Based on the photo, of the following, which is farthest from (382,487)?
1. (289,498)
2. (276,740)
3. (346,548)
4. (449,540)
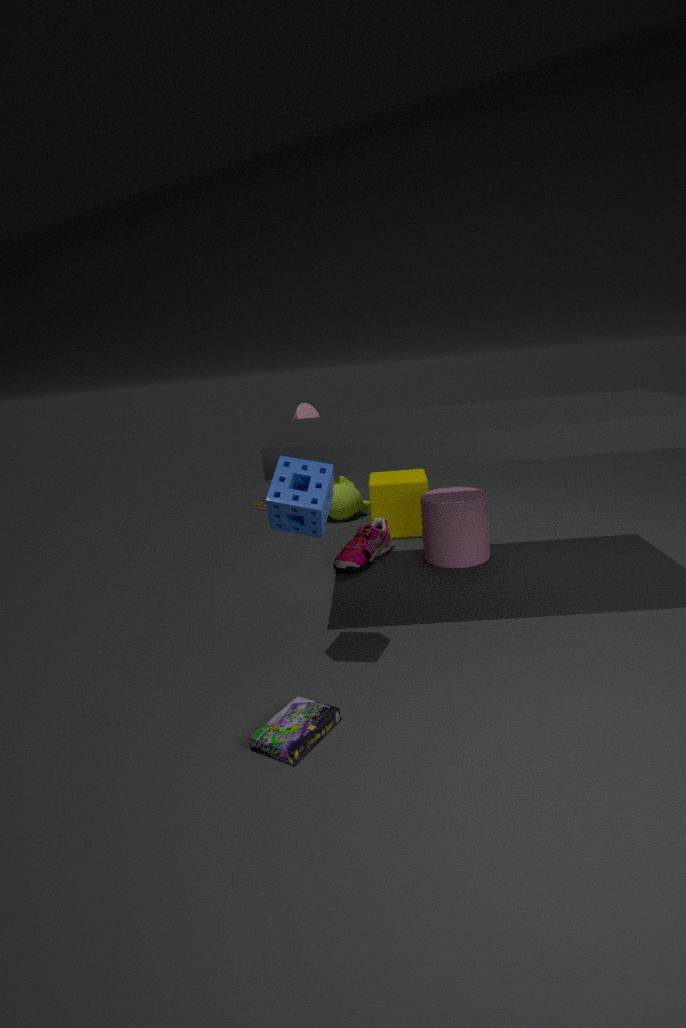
(276,740)
